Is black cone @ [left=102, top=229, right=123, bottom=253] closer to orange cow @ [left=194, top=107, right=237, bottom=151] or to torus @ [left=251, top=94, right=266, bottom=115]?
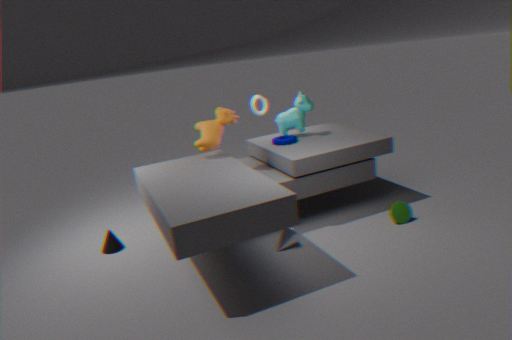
orange cow @ [left=194, top=107, right=237, bottom=151]
